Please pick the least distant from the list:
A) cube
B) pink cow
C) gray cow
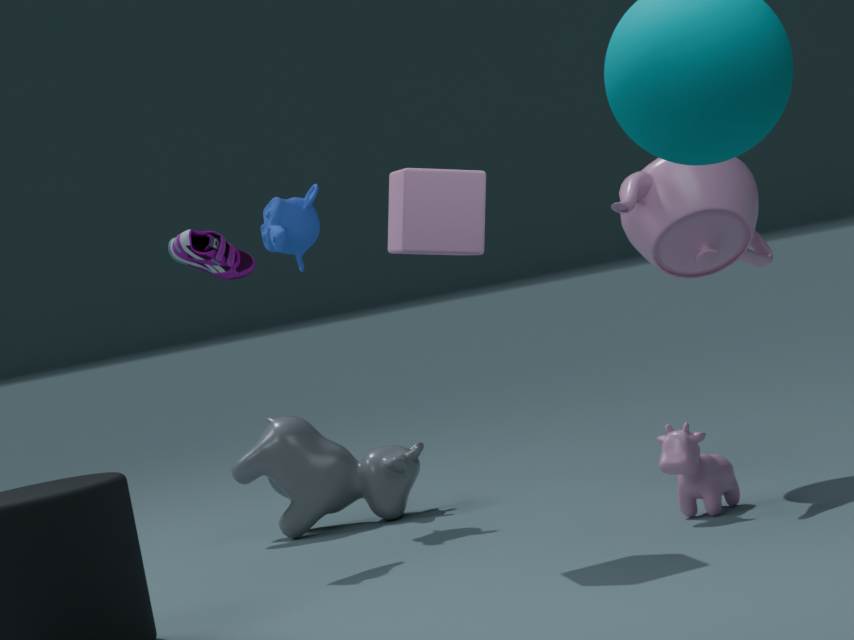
cube
